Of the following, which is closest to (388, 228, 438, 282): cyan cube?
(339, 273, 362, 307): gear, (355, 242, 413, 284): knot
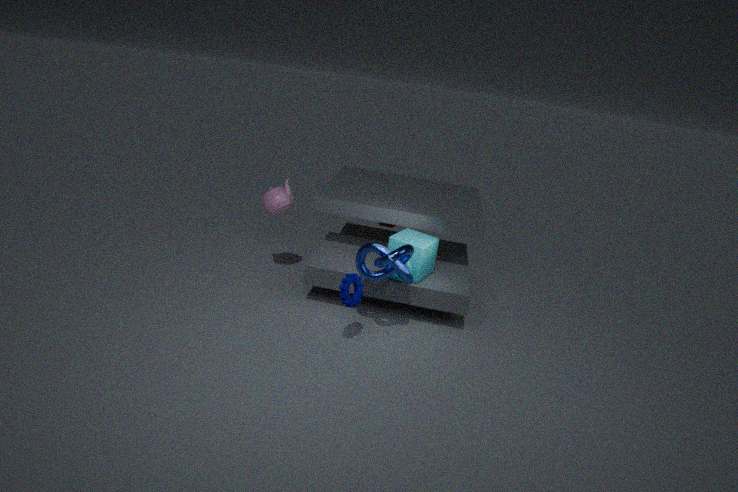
(355, 242, 413, 284): knot
